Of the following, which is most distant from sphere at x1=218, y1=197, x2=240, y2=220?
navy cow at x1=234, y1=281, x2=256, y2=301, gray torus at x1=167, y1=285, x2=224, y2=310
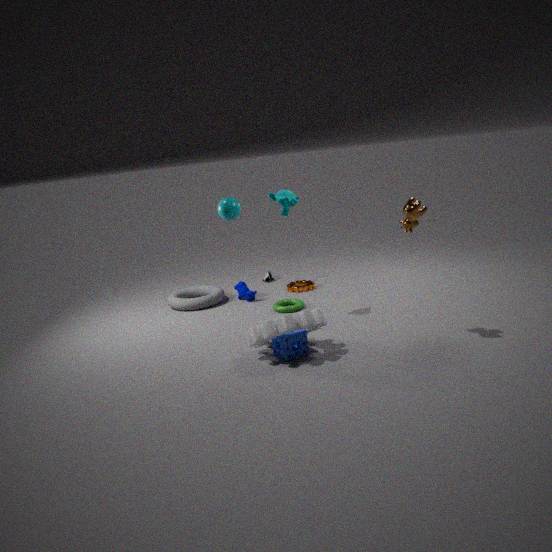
gray torus at x1=167, y1=285, x2=224, y2=310
